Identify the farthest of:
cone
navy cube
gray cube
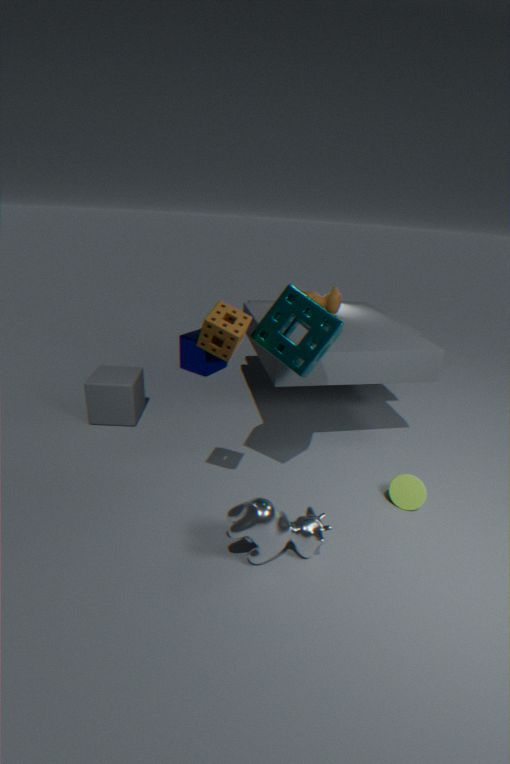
navy cube
